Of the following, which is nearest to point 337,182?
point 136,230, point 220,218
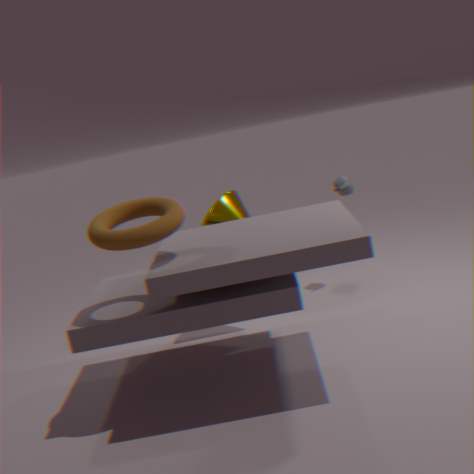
point 220,218
